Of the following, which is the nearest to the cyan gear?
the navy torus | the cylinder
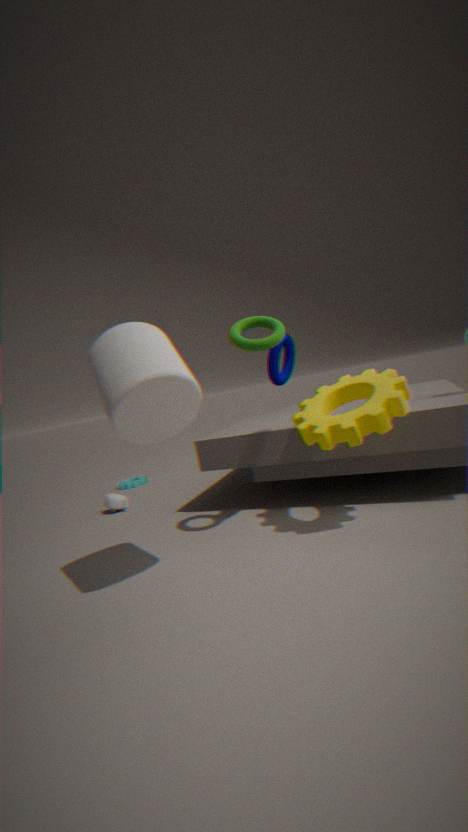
the cylinder
